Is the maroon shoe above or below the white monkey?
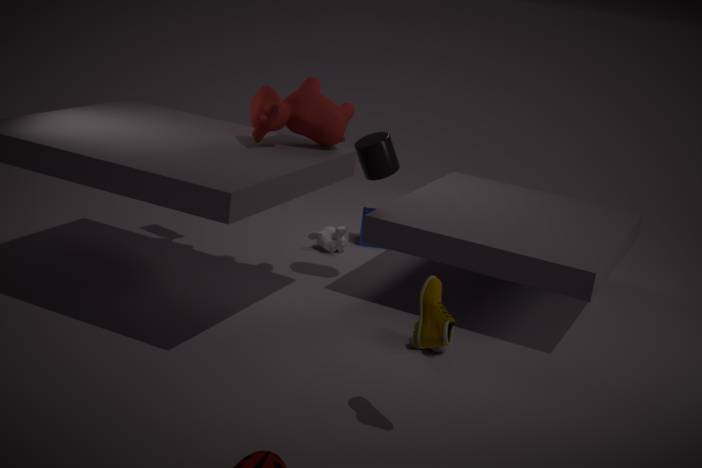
above
